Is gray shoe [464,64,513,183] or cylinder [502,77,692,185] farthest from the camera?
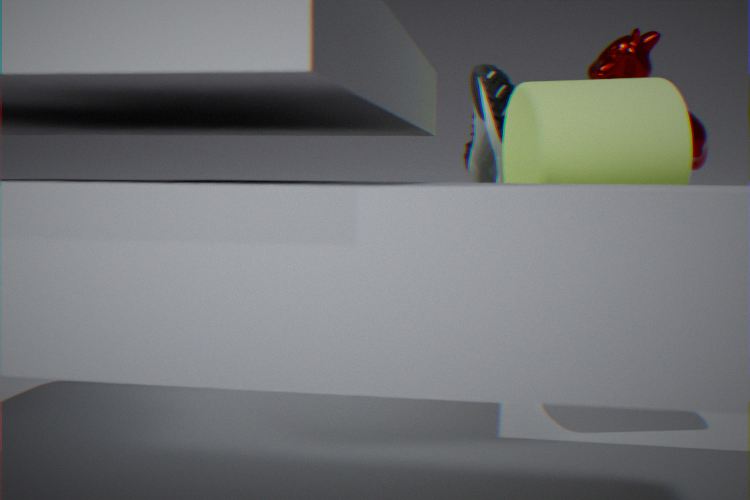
gray shoe [464,64,513,183]
